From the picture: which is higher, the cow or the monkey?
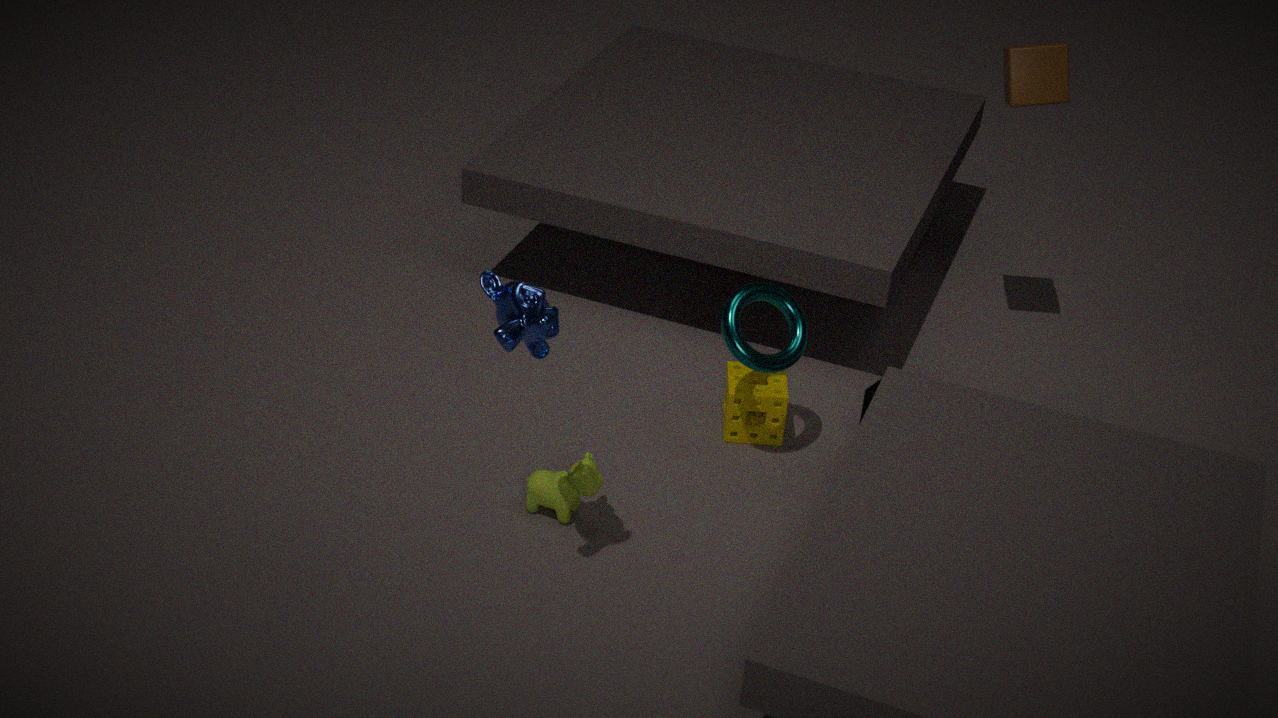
the monkey
